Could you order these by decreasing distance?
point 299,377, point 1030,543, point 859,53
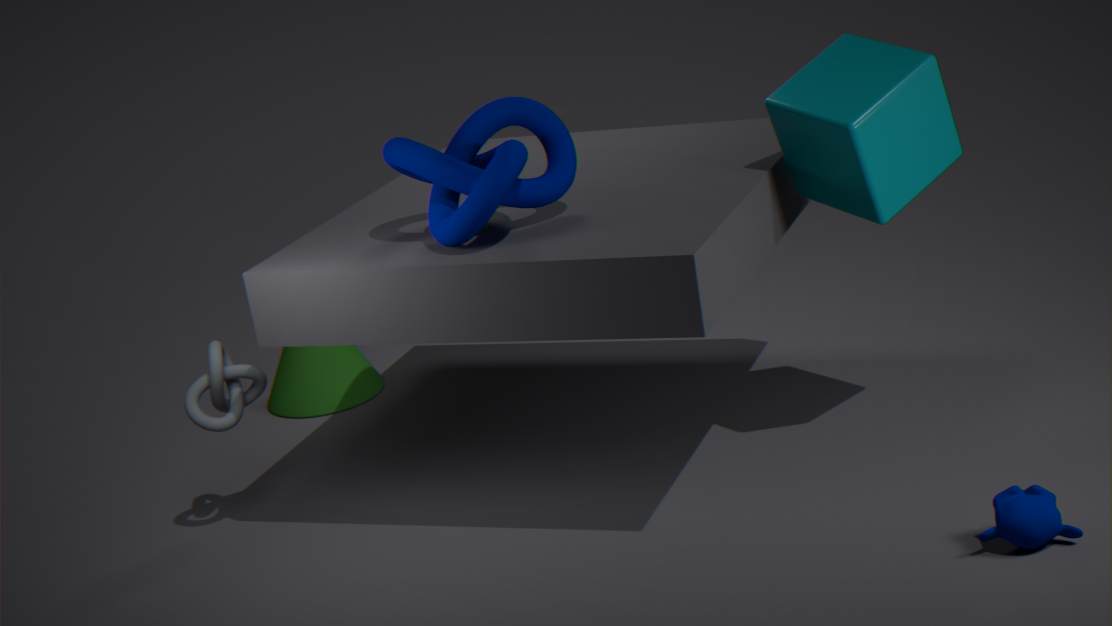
point 299,377 < point 859,53 < point 1030,543
